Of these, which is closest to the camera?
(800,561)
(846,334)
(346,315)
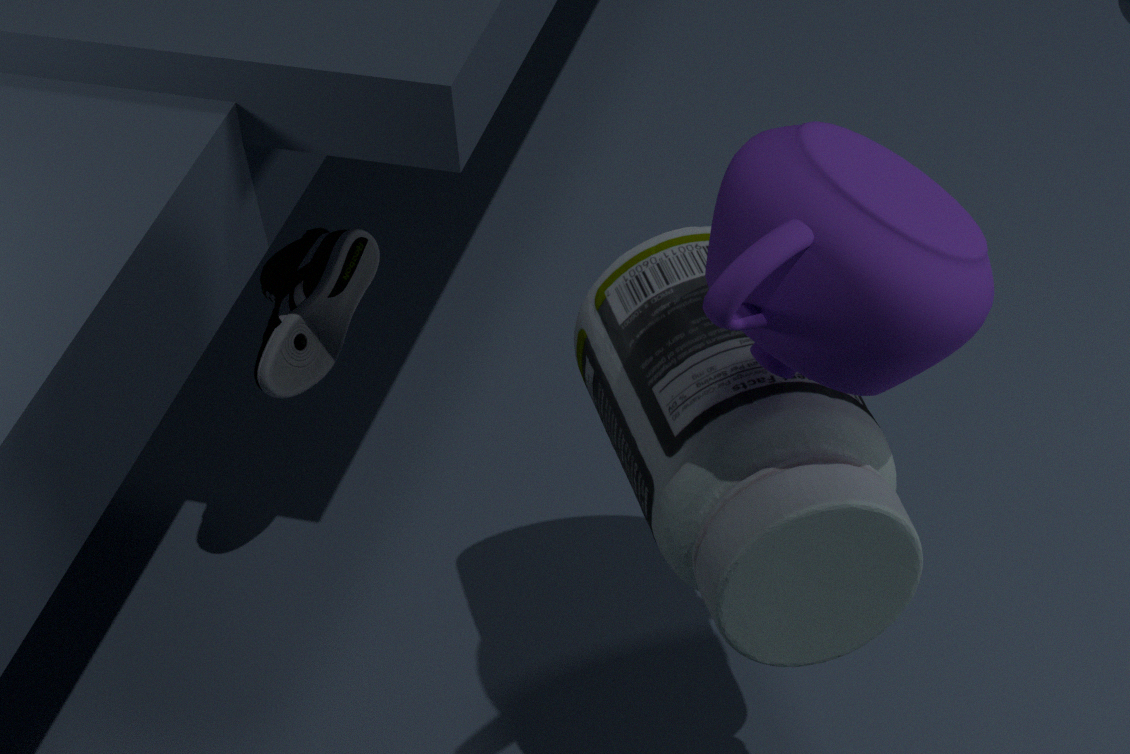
(846,334)
